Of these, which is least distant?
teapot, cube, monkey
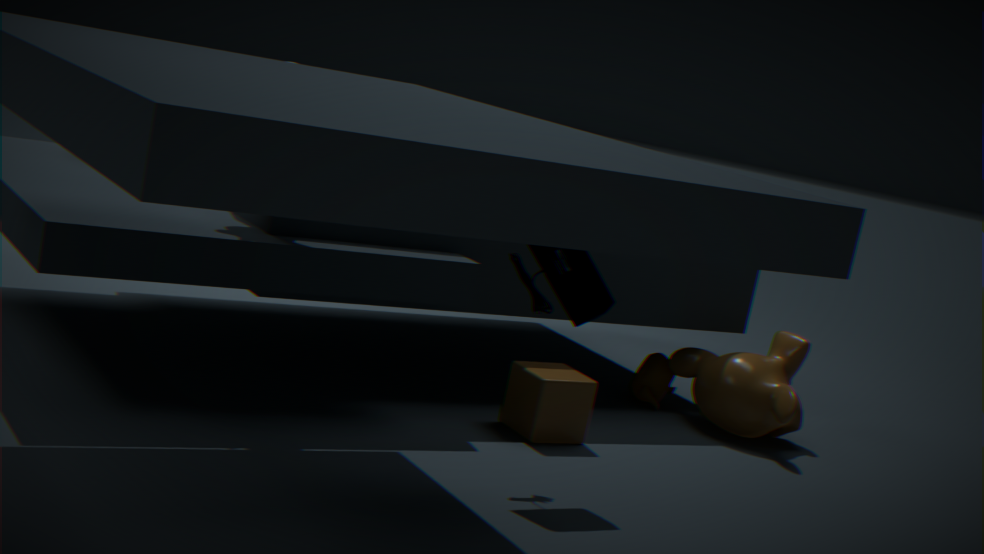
cube
